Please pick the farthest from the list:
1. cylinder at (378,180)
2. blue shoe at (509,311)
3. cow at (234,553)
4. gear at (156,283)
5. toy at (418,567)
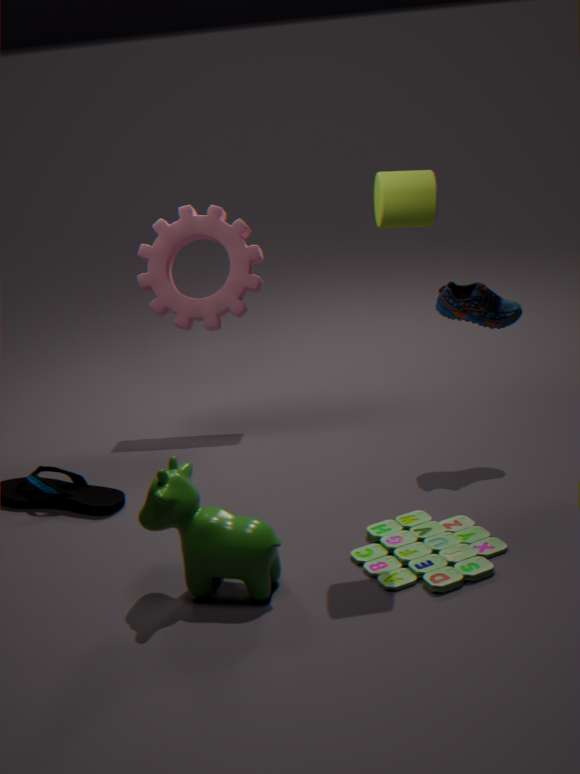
gear at (156,283)
